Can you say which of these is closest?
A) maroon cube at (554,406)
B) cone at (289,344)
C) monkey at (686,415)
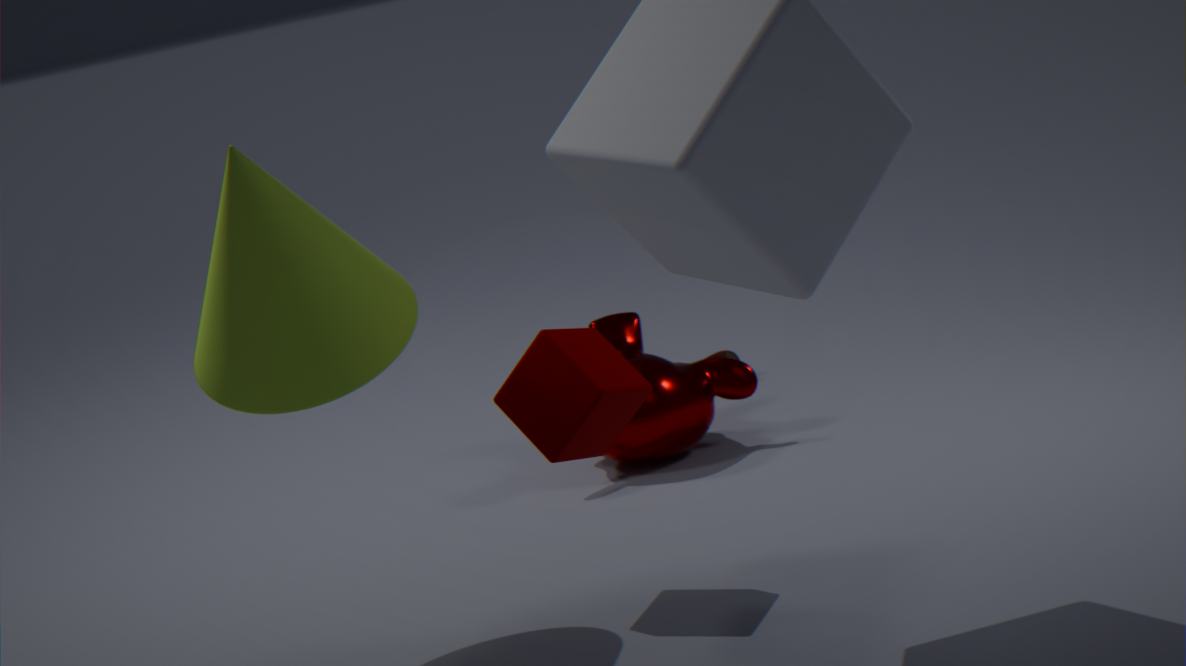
cone at (289,344)
